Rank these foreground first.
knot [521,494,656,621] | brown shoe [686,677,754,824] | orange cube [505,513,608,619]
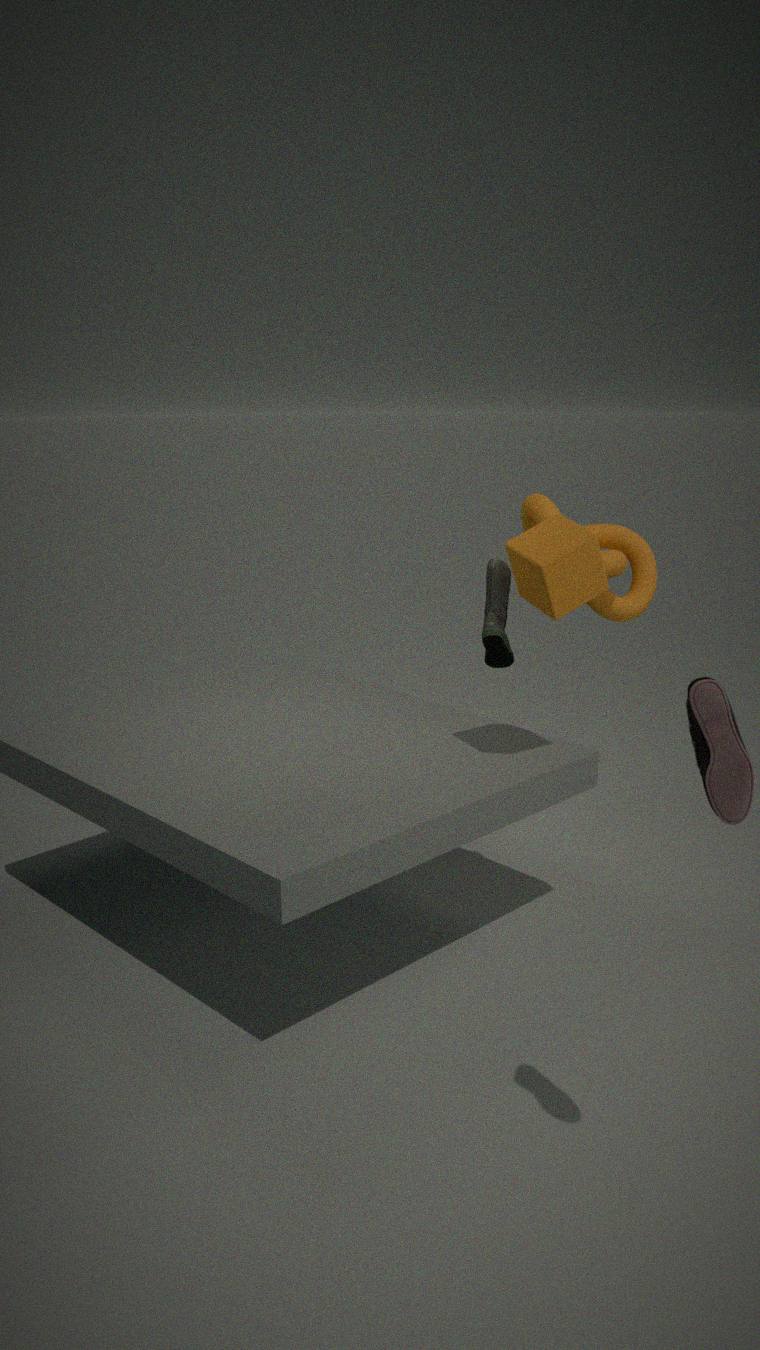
1. brown shoe [686,677,754,824]
2. orange cube [505,513,608,619]
3. knot [521,494,656,621]
